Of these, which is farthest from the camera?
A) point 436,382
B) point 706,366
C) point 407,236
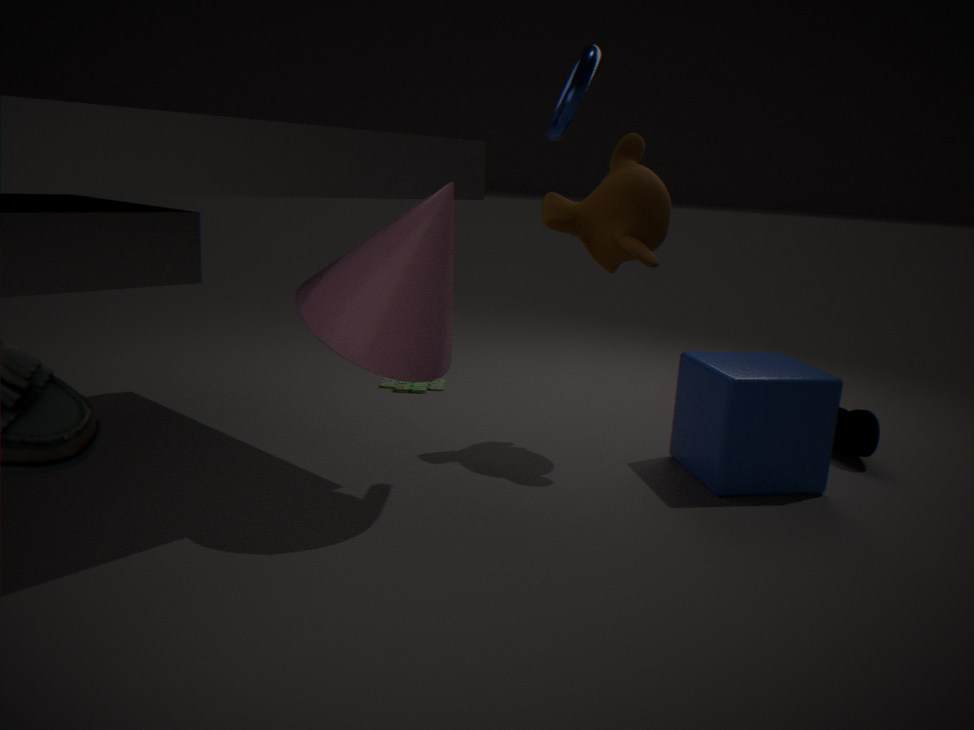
point 436,382
